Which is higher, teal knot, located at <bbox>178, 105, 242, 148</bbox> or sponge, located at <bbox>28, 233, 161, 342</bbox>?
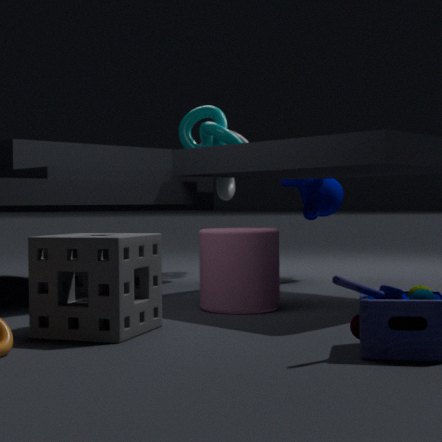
teal knot, located at <bbox>178, 105, 242, 148</bbox>
